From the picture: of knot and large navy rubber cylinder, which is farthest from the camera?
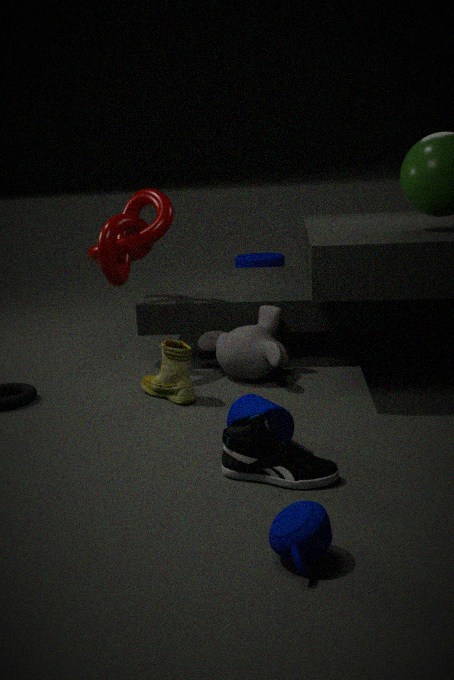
large navy rubber cylinder
